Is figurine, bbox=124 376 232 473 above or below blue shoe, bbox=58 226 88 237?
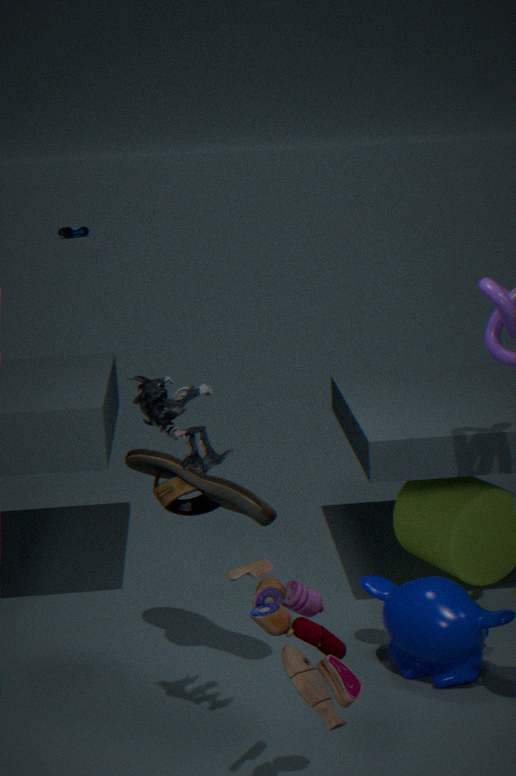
above
